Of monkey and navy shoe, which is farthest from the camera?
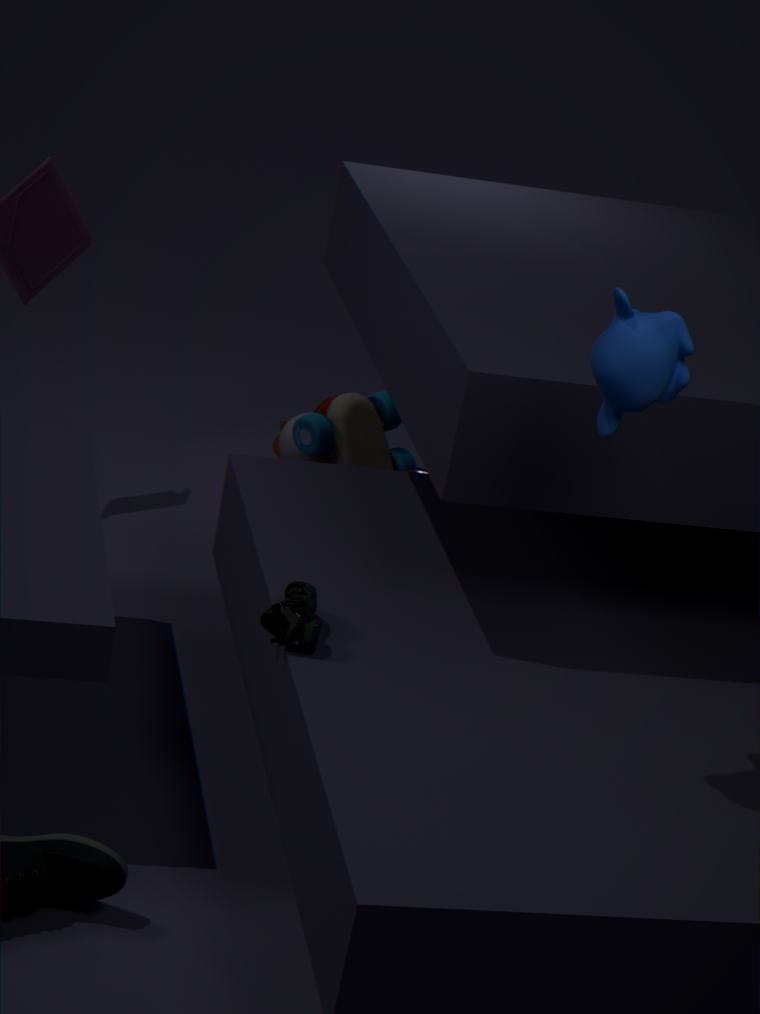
navy shoe
